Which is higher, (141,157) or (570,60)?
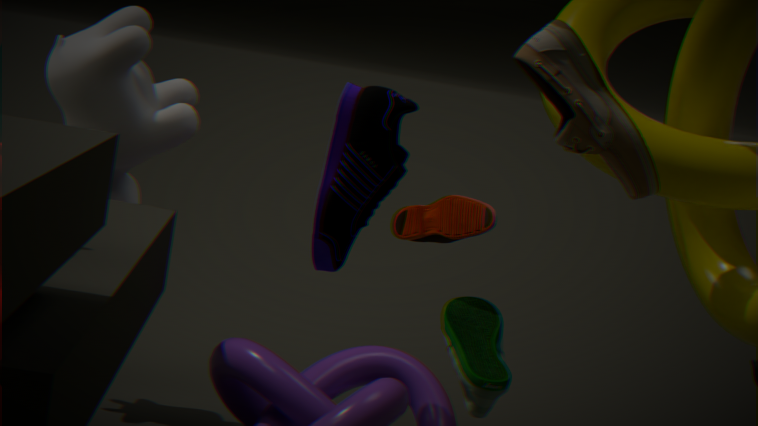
(570,60)
